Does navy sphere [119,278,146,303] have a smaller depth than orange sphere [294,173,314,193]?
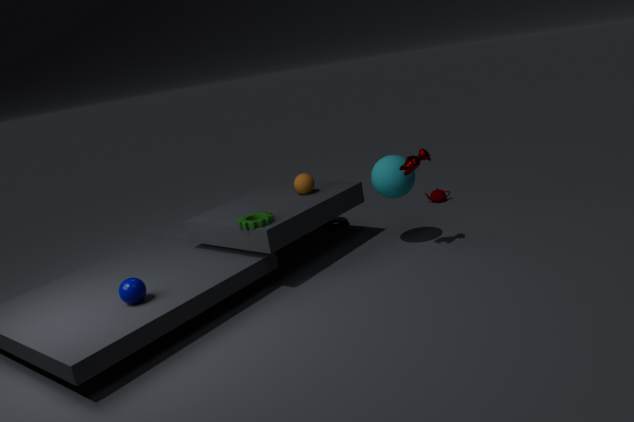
Yes
